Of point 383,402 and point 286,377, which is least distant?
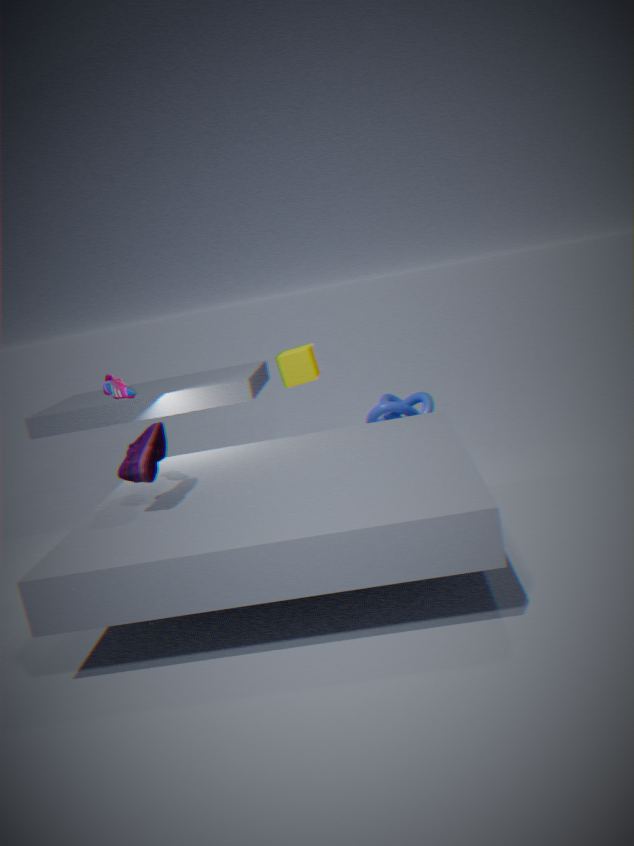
point 286,377
